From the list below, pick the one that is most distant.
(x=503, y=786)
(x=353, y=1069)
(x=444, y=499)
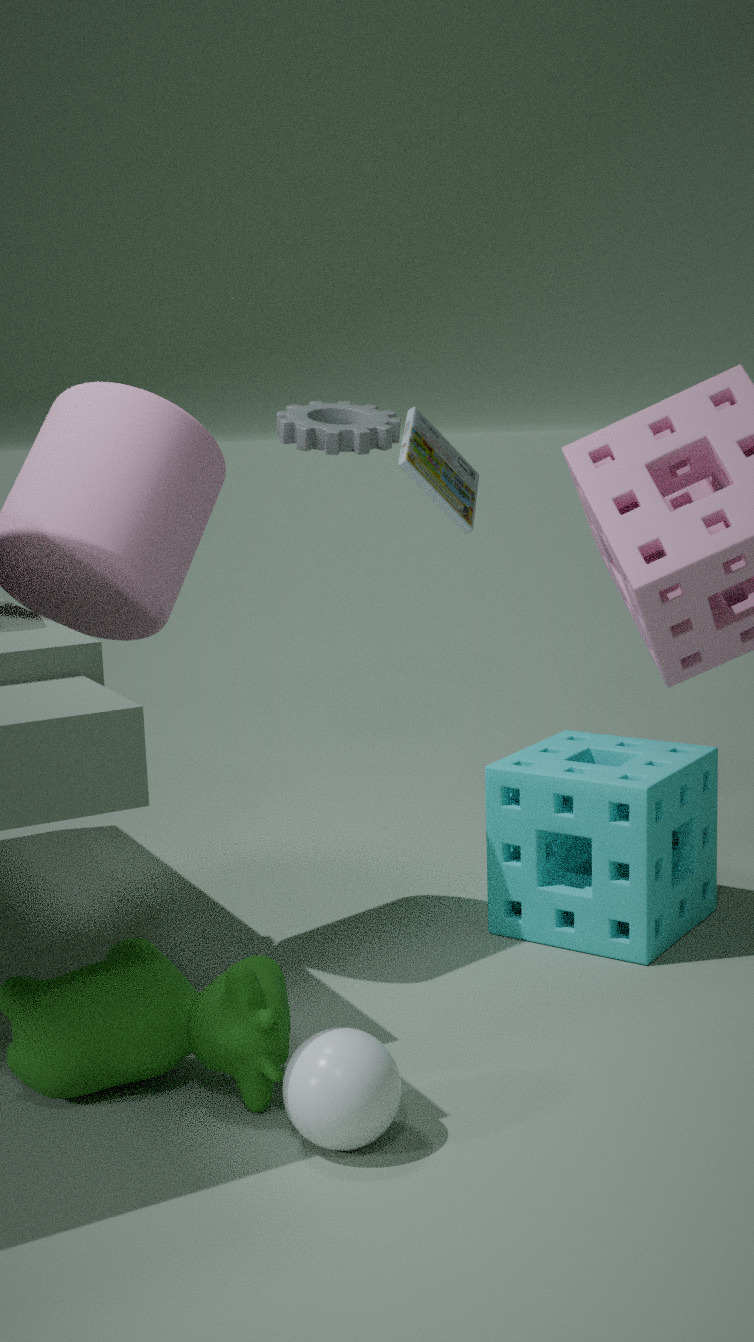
(x=444, y=499)
